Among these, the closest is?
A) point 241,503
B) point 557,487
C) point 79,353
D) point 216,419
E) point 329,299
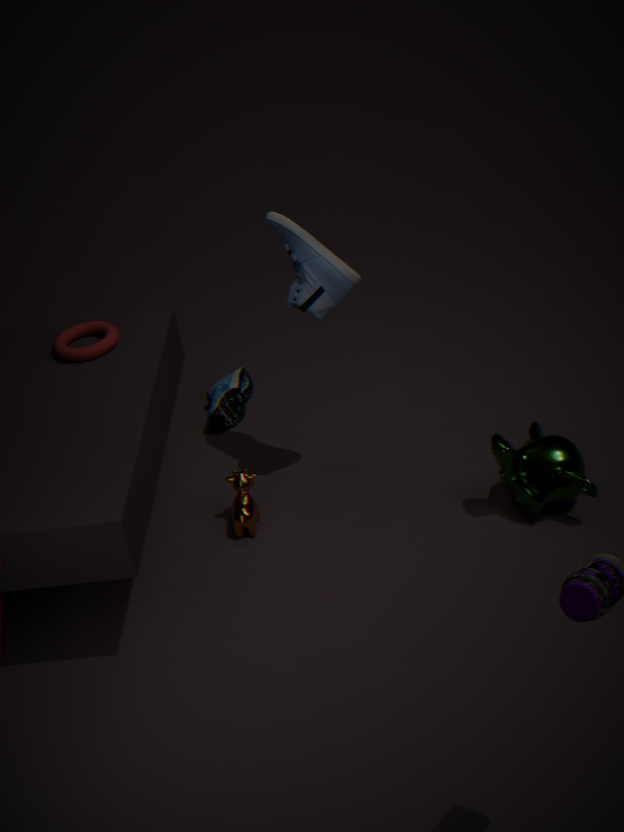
point 557,487
